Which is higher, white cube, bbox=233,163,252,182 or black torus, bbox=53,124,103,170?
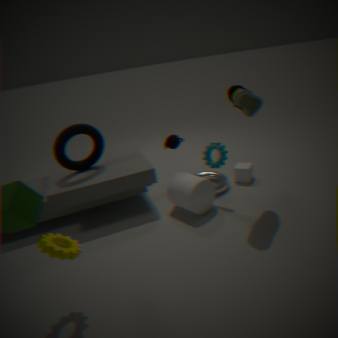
black torus, bbox=53,124,103,170
